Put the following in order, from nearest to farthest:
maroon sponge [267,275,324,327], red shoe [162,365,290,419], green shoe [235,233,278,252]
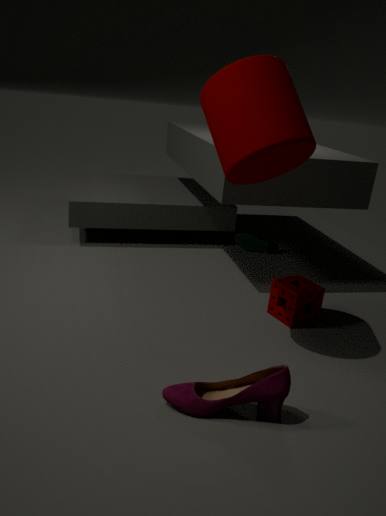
red shoe [162,365,290,419] < maroon sponge [267,275,324,327] < green shoe [235,233,278,252]
